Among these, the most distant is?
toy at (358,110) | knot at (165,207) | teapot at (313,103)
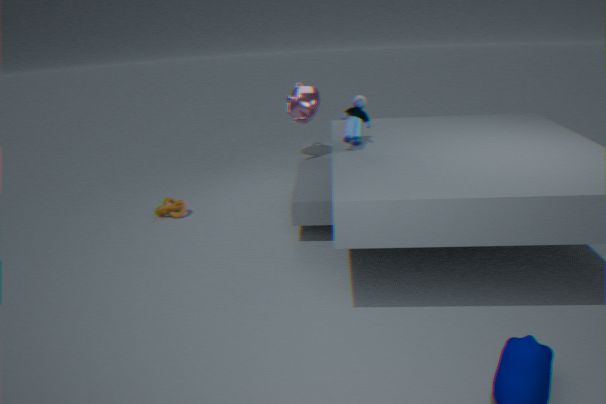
knot at (165,207)
